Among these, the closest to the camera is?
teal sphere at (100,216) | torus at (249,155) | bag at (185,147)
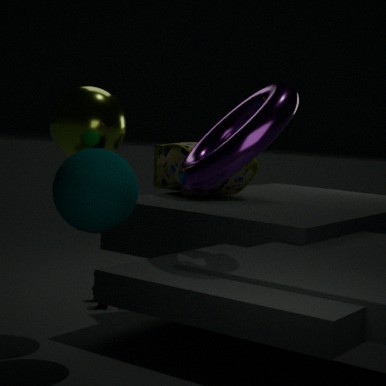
torus at (249,155)
